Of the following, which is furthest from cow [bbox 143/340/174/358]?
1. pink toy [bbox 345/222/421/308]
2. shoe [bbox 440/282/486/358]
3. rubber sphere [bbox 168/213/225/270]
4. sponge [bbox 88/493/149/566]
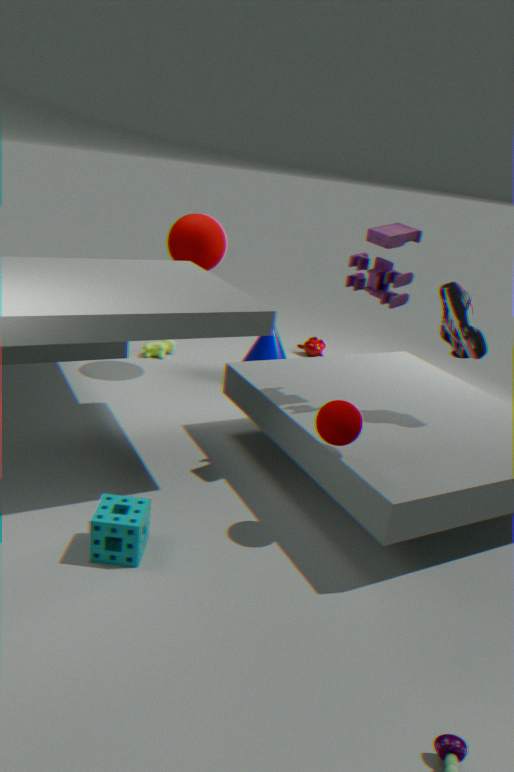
shoe [bbox 440/282/486/358]
